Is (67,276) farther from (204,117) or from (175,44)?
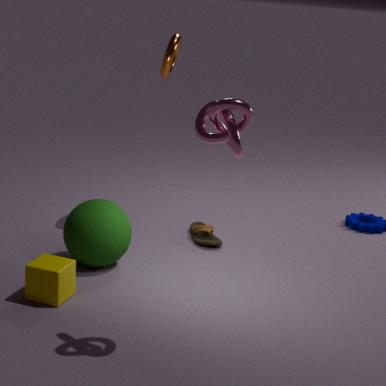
(175,44)
